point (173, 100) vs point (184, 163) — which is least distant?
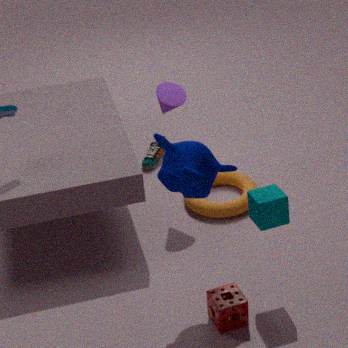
point (184, 163)
